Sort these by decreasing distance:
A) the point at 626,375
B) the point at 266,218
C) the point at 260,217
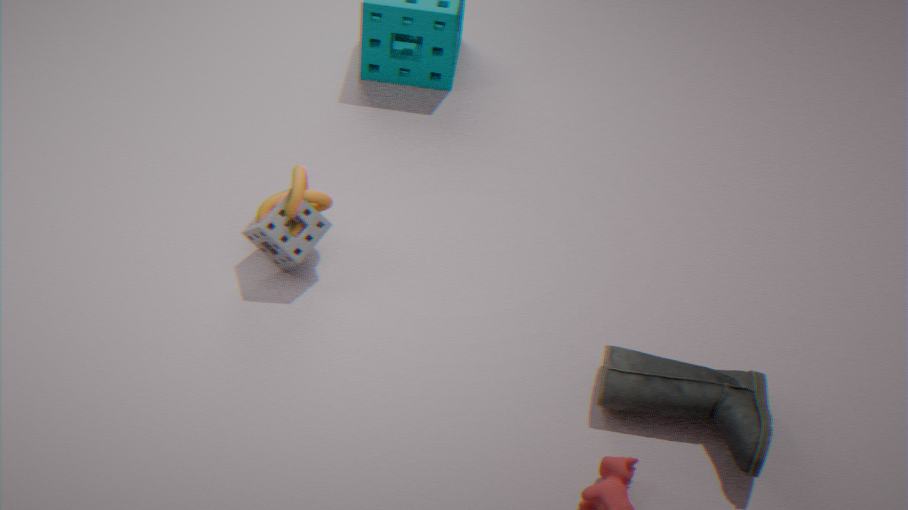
the point at 260,217 < the point at 266,218 < the point at 626,375
